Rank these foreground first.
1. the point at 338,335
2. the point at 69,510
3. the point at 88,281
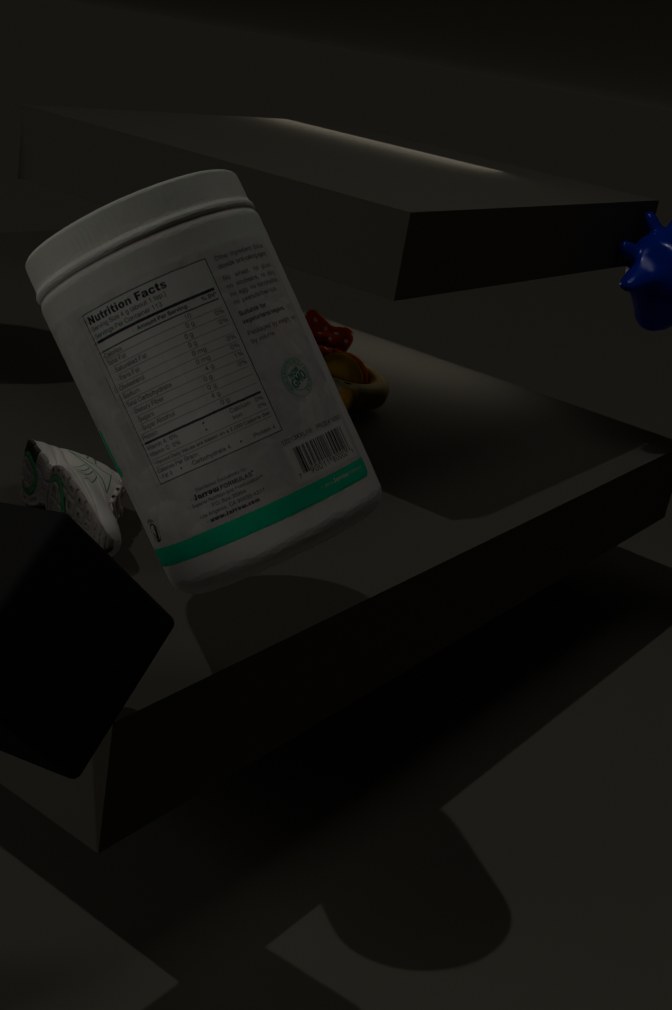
the point at 88,281 → the point at 69,510 → the point at 338,335
